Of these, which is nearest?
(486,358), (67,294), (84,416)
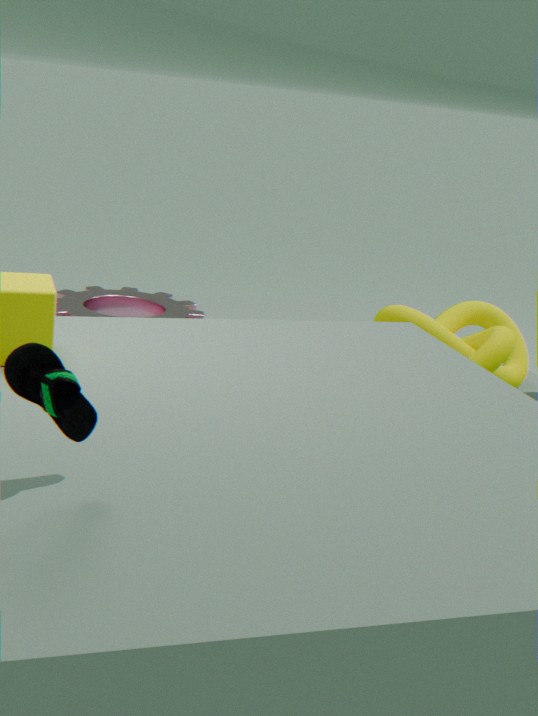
(84,416)
